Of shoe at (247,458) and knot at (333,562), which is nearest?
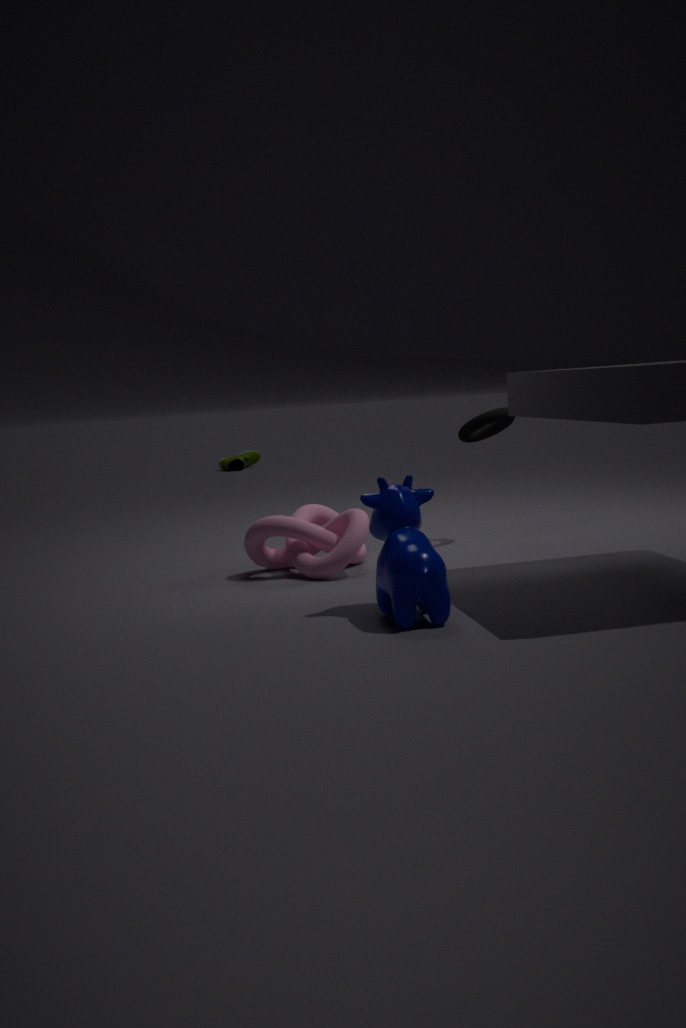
A: knot at (333,562)
